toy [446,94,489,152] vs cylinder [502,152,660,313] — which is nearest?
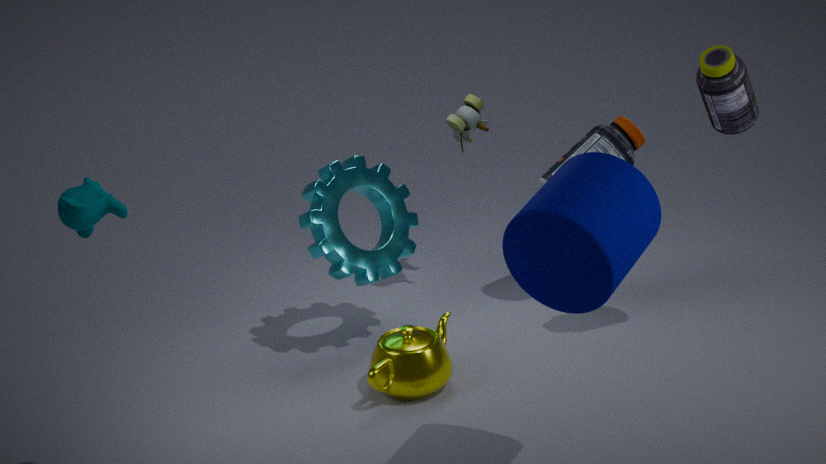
cylinder [502,152,660,313]
